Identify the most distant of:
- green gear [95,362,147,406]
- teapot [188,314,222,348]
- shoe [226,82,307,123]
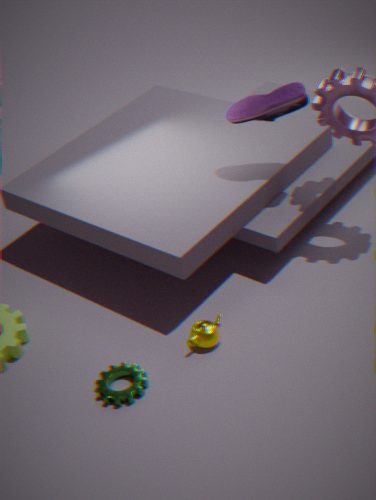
shoe [226,82,307,123]
